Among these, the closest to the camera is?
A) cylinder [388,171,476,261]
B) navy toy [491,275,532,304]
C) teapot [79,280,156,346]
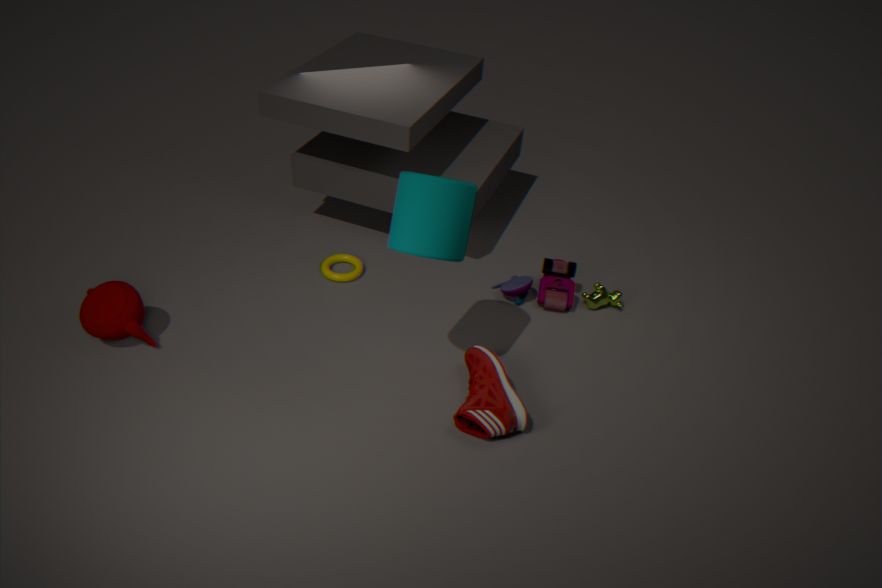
A: cylinder [388,171,476,261]
